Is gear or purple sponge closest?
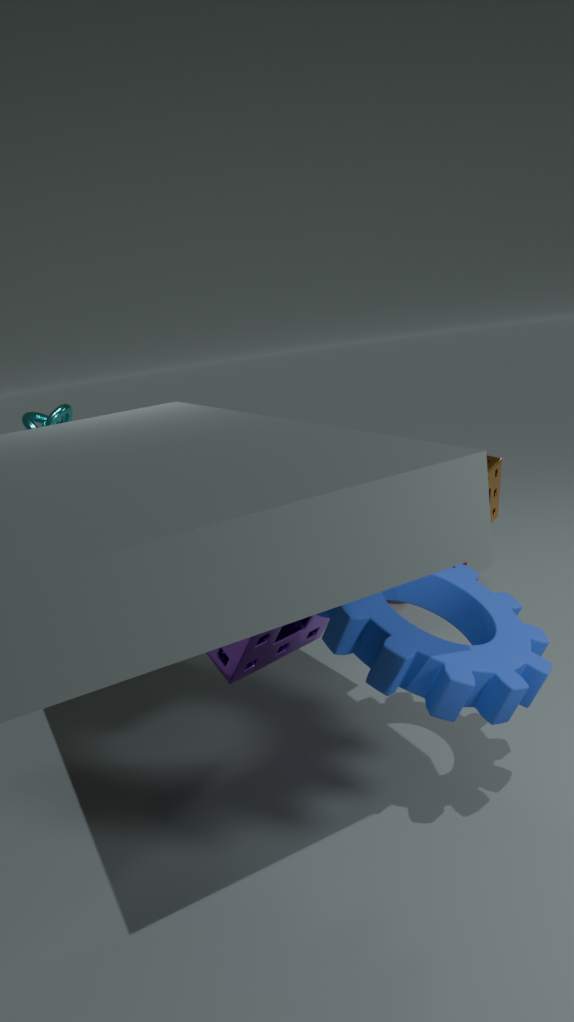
gear
